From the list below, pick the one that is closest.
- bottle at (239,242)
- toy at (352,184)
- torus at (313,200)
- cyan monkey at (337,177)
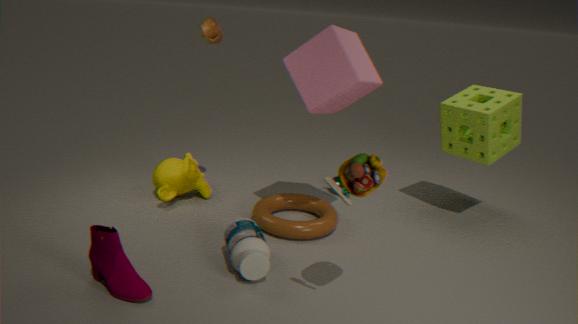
toy at (352,184)
